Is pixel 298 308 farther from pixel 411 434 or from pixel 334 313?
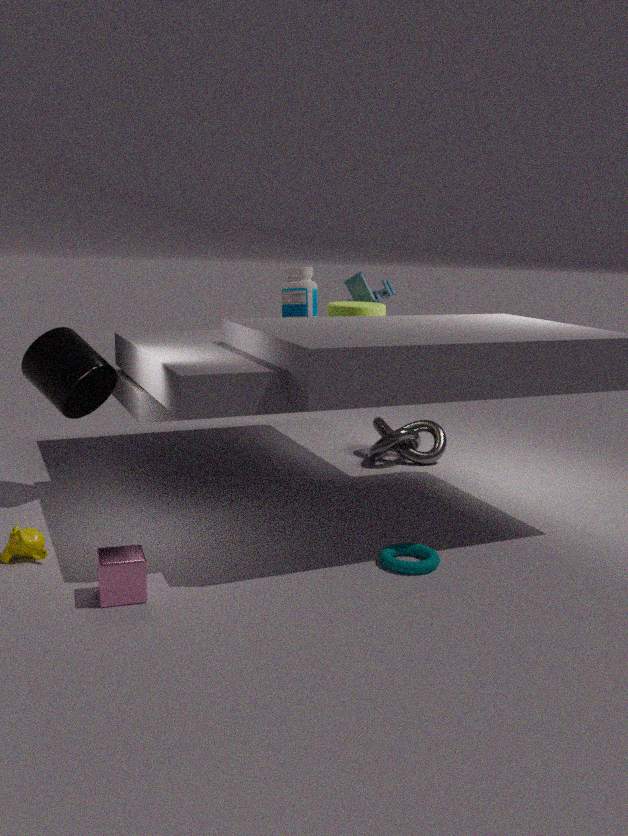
pixel 411 434
